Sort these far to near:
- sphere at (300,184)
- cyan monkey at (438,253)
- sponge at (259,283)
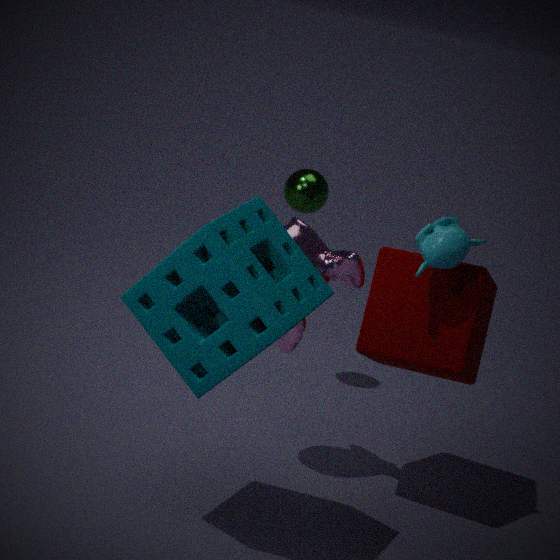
sphere at (300,184) < cyan monkey at (438,253) < sponge at (259,283)
